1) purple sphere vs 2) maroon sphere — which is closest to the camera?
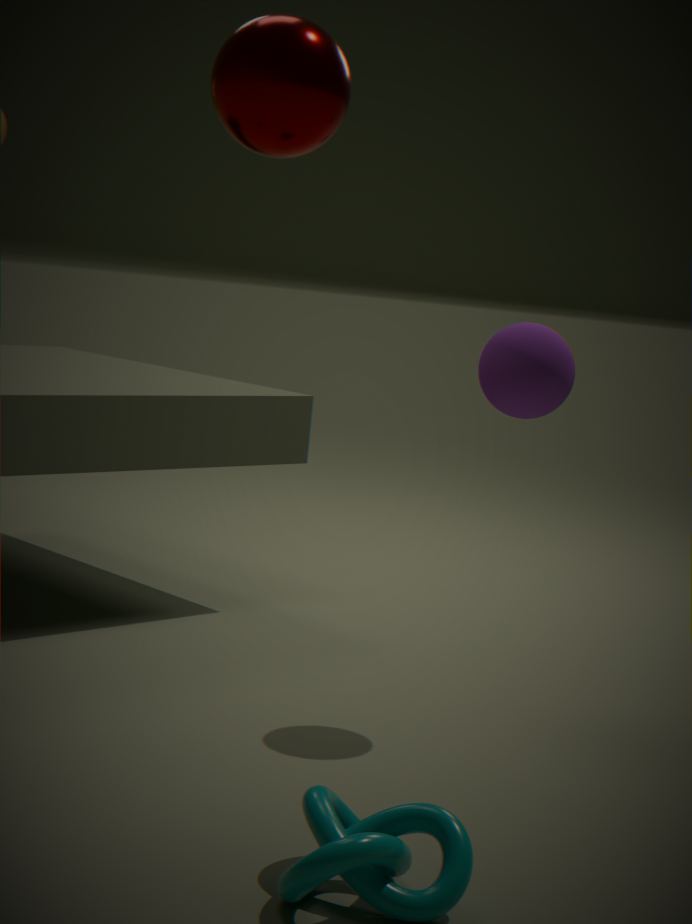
2. maroon sphere
